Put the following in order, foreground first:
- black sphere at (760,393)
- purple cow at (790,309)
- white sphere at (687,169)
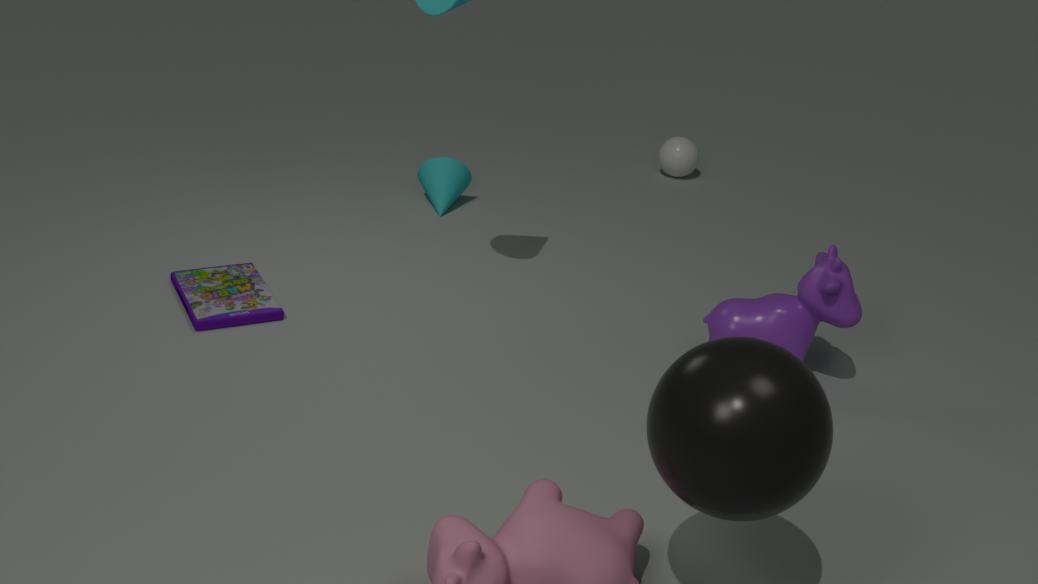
black sphere at (760,393) → purple cow at (790,309) → white sphere at (687,169)
